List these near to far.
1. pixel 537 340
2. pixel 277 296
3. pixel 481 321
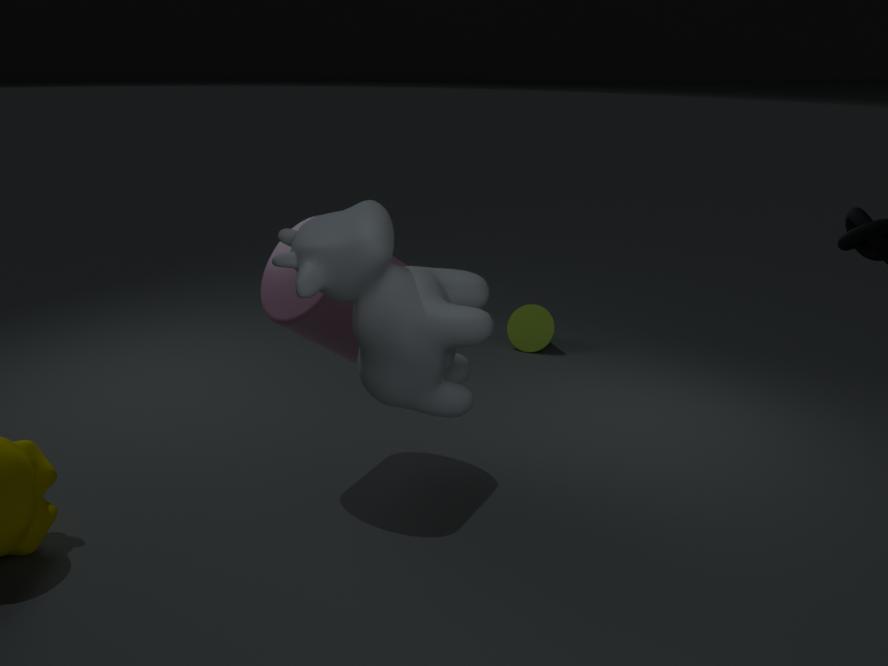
pixel 481 321
pixel 277 296
pixel 537 340
